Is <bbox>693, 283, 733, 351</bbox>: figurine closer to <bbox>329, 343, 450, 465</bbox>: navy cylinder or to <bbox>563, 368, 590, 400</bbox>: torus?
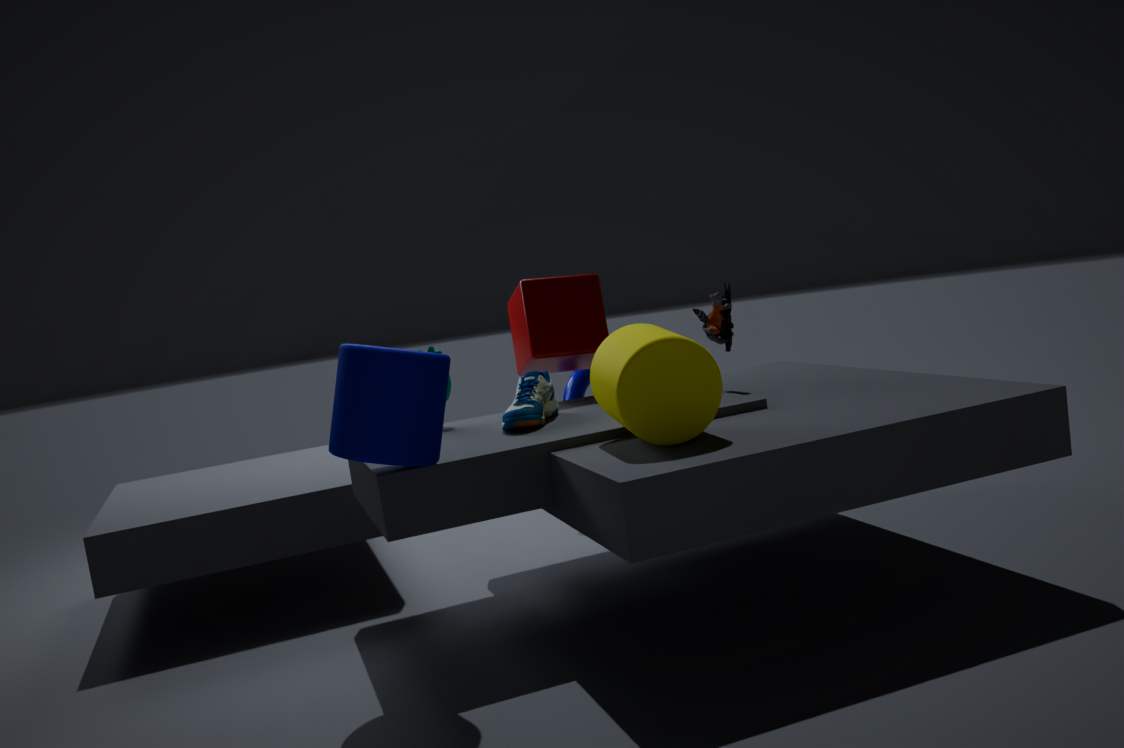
<bbox>563, 368, 590, 400</bbox>: torus
